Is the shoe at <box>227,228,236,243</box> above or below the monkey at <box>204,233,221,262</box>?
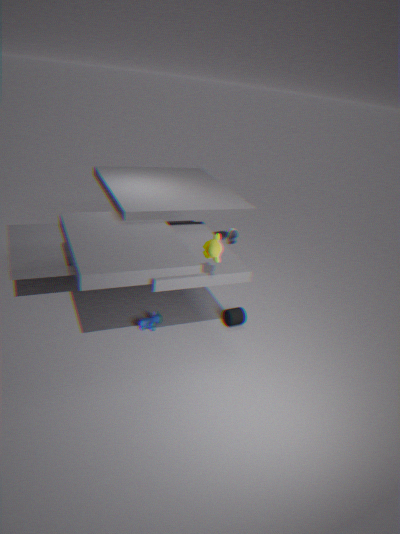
below
